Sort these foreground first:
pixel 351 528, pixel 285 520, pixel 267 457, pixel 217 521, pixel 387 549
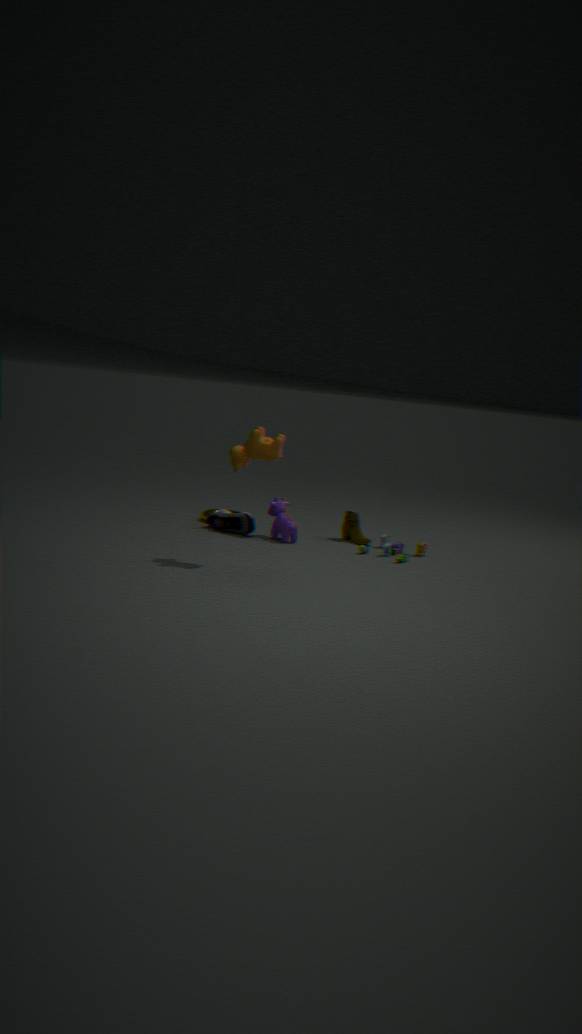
pixel 267 457 → pixel 387 549 → pixel 285 520 → pixel 217 521 → pixel 351 528
